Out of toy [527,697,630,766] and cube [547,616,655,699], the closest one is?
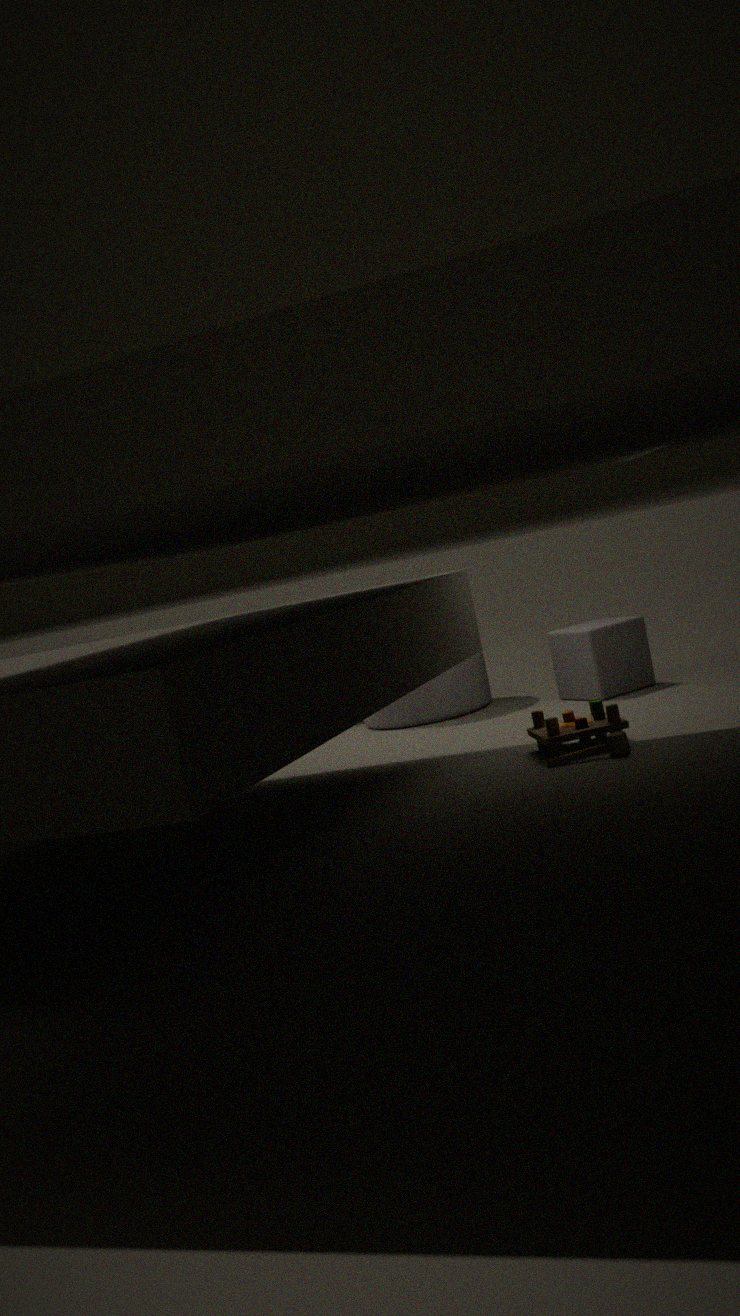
toy [527,697,630,766]
